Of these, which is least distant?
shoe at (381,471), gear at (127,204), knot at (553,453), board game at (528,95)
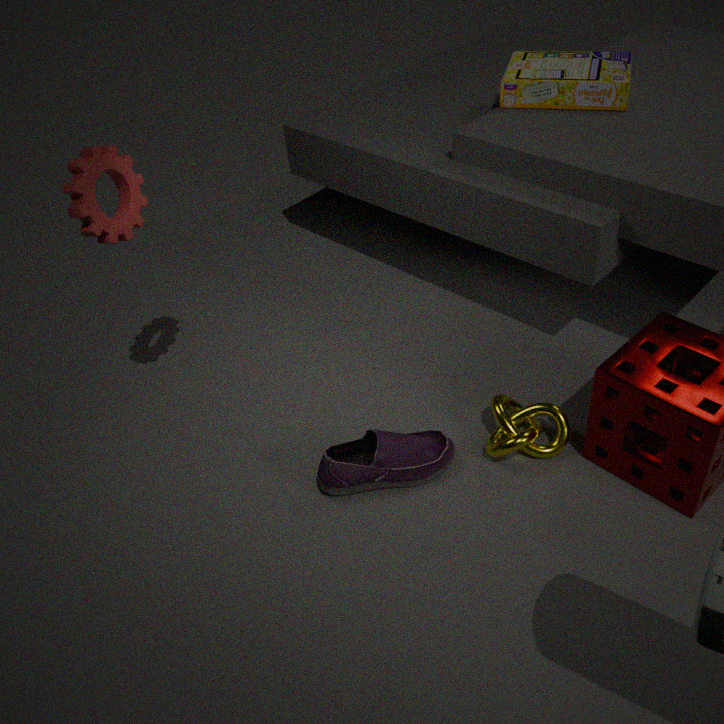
gear at (127,204)
